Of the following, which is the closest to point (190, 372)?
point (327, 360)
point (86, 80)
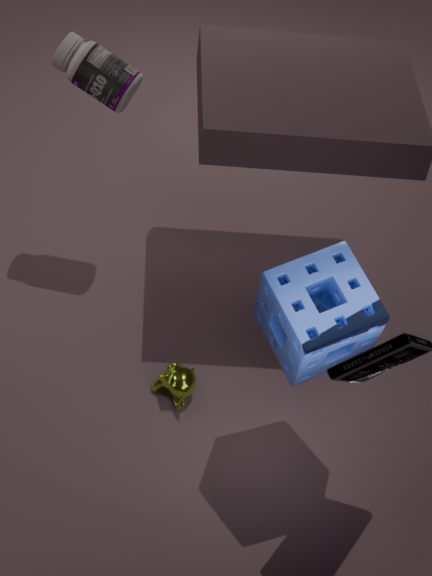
point (327, 360)
